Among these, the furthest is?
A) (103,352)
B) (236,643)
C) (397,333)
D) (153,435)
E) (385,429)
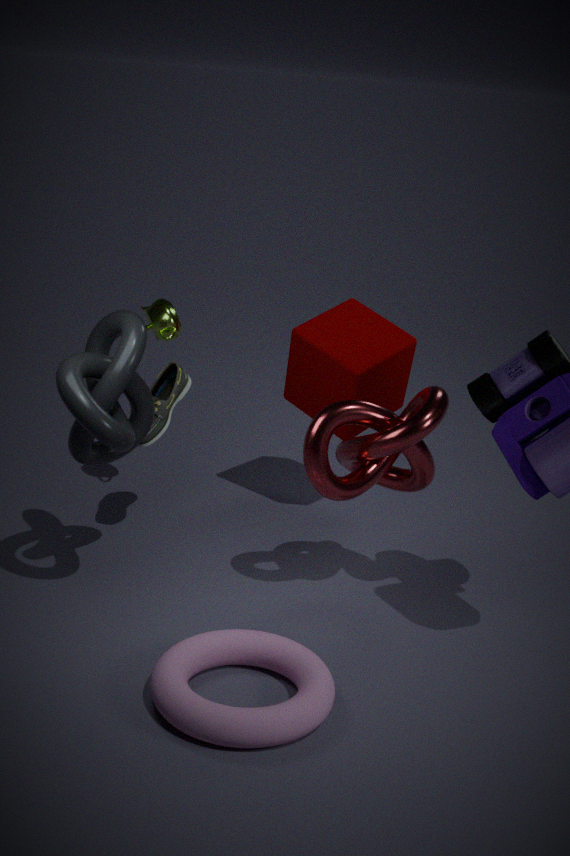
(397,333)
